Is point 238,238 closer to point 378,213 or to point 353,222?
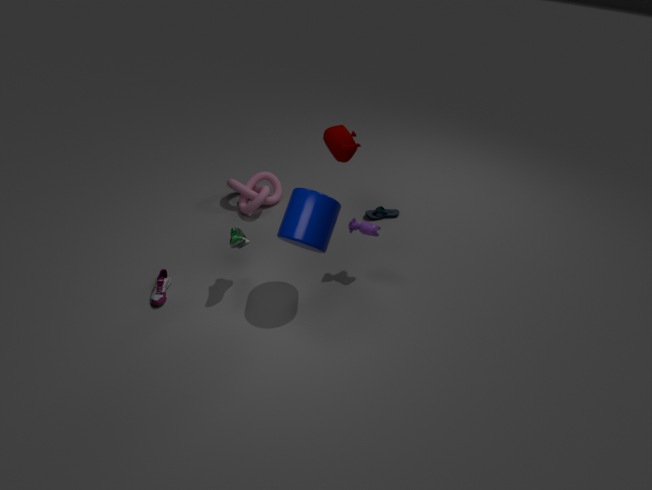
point 353,222
